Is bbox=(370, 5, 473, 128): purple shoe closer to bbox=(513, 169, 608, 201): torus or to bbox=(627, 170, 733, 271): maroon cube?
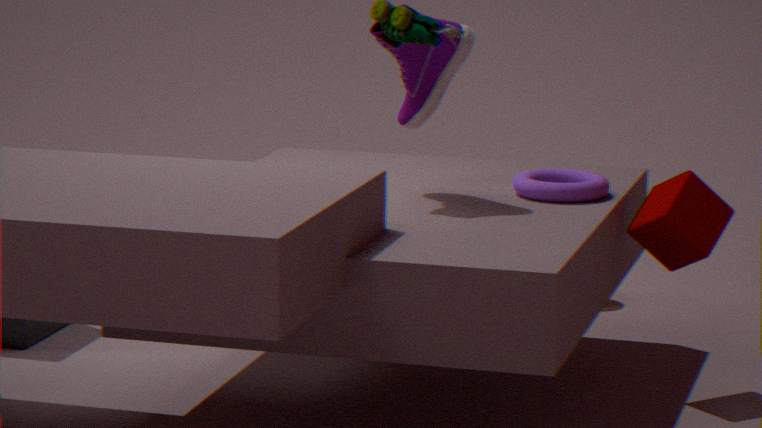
bbox=(513, 169, 608, 201): torus
